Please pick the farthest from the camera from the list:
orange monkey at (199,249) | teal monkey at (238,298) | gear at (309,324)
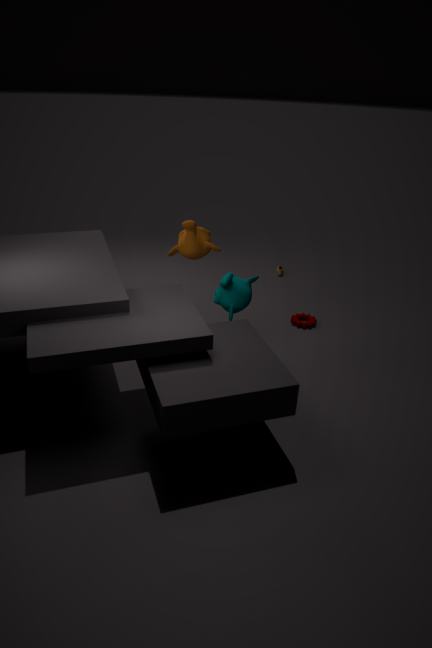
gear at (309,324)
